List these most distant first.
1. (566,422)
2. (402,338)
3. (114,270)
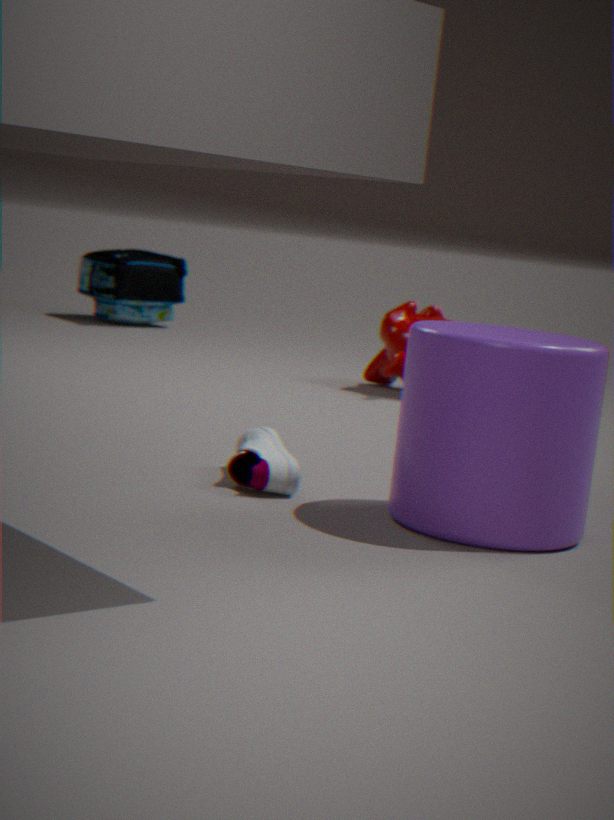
(114,270)
(402,338)
(566,422)
